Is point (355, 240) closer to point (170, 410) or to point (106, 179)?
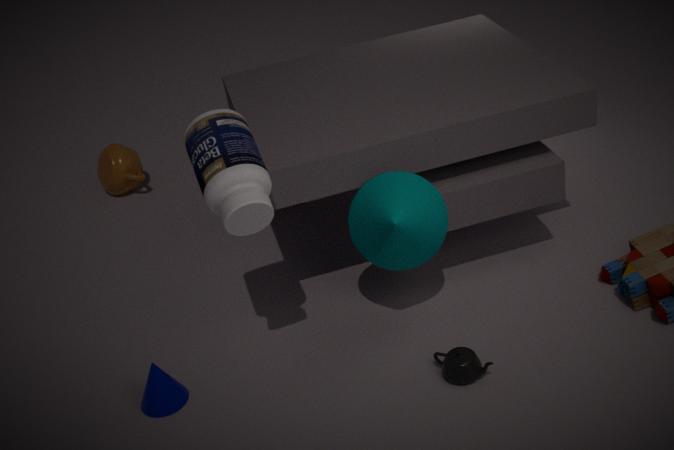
point (170, 410)
